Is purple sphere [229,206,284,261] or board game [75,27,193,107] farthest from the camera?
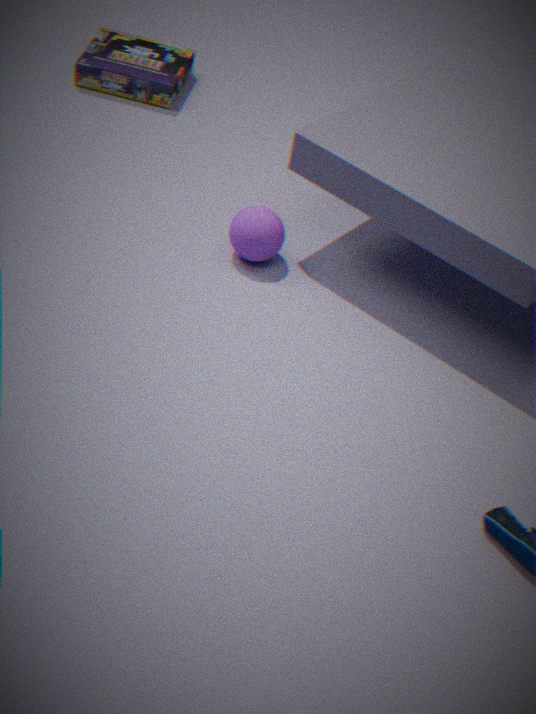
board game [75,27,193,107]
